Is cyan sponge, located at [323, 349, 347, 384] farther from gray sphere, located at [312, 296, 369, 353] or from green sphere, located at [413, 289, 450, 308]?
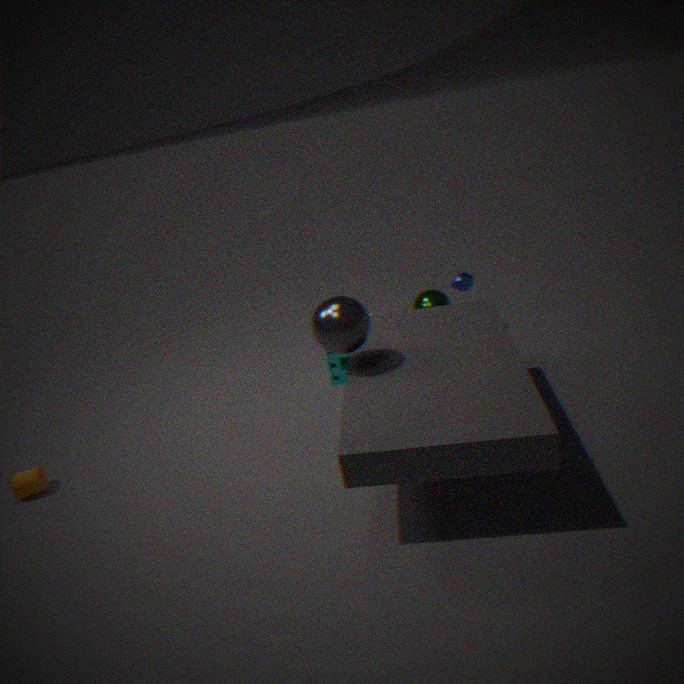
gray sphere, located at [312, 296, 369, 353]
